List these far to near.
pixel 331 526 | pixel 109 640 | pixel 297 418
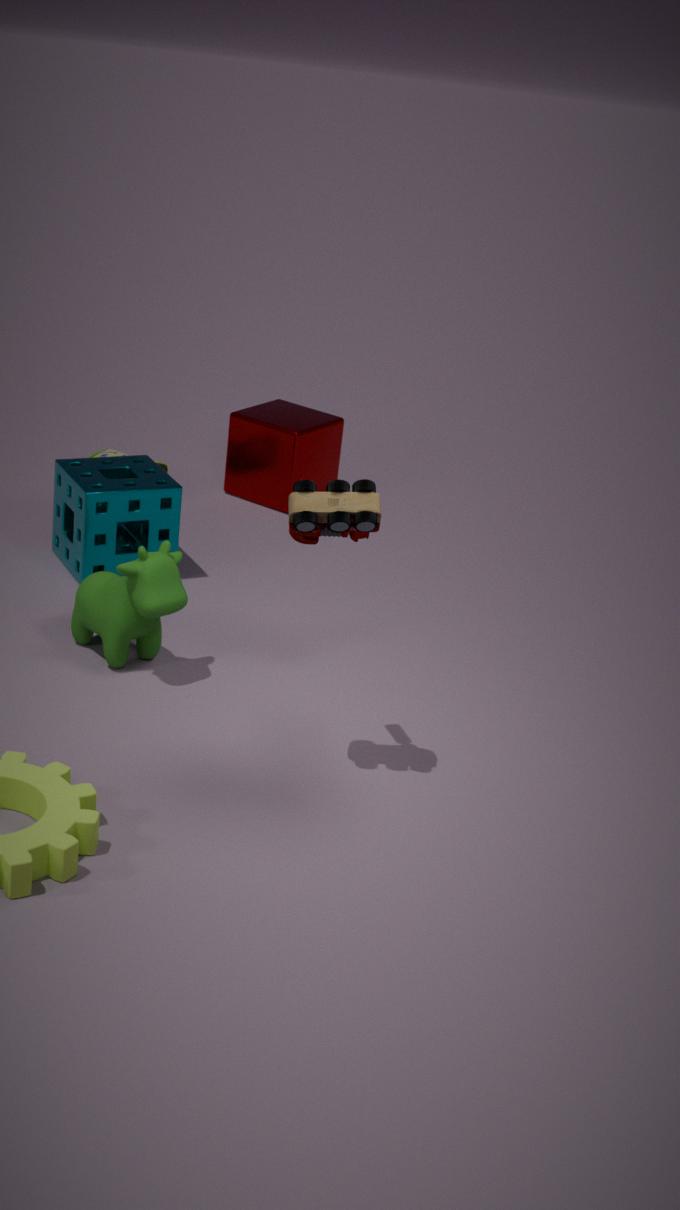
pixel 297 418
pixel 109 640
pixel 331 526
